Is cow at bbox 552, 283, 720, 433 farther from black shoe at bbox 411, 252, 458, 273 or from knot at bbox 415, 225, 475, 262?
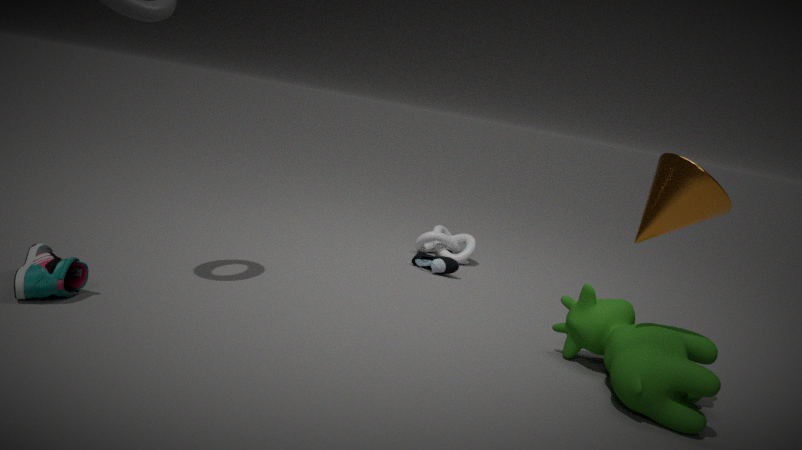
knot at bbox 415, 225, 475, 262
